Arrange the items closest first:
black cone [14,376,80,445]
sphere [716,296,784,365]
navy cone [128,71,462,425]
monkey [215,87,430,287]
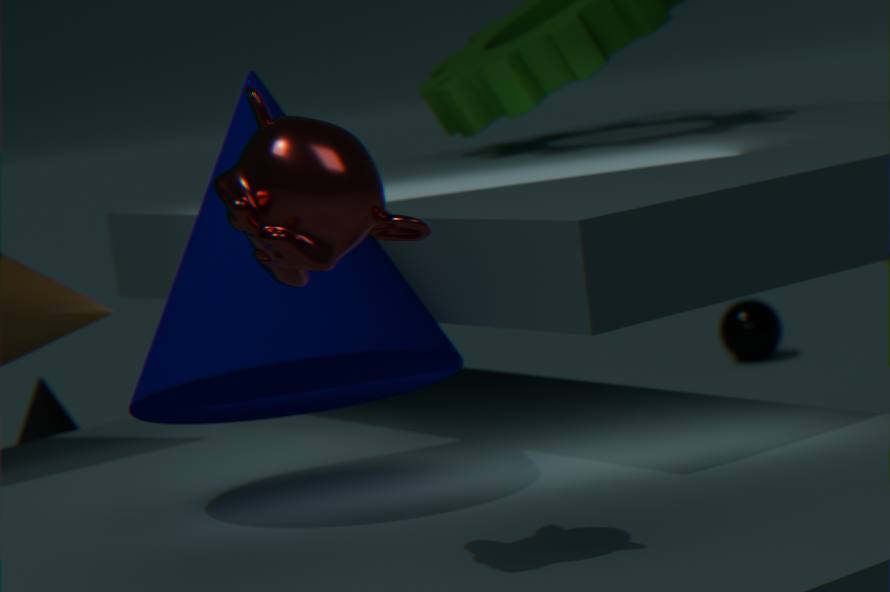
monkey [215,87,430,287] < navy cone [128,71,462,425] < black cone [14,376,80,445] < sphere [716,296,784,365]
